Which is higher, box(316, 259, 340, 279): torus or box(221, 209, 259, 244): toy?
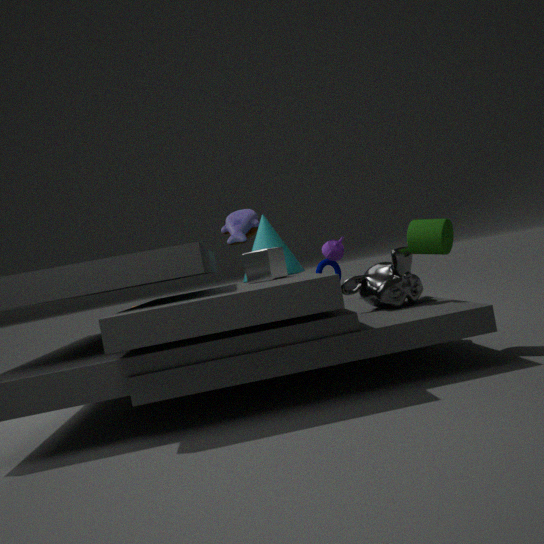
box(221, 209, 259, 244): toy
